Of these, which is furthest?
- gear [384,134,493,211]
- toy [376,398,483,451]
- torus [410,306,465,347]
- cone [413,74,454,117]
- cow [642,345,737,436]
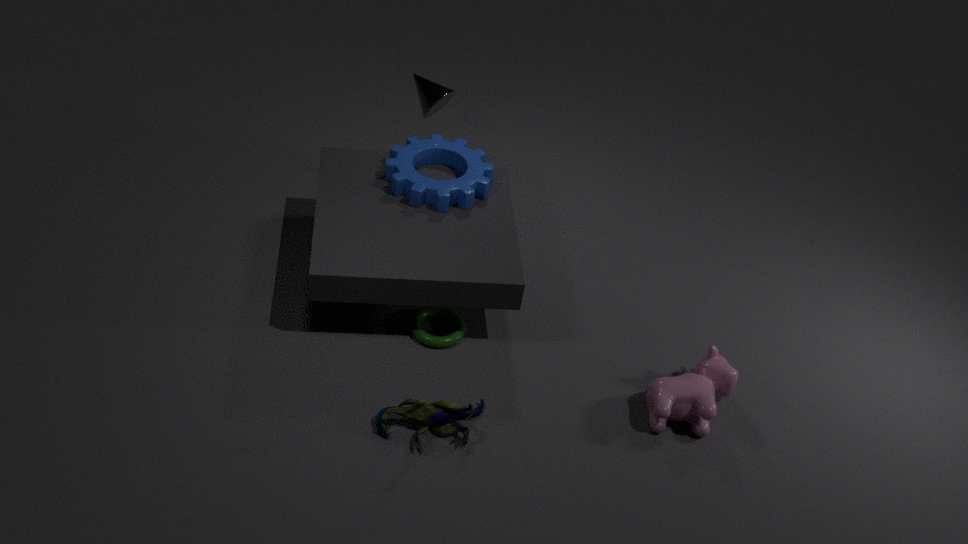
cone [413,74,454,117]
